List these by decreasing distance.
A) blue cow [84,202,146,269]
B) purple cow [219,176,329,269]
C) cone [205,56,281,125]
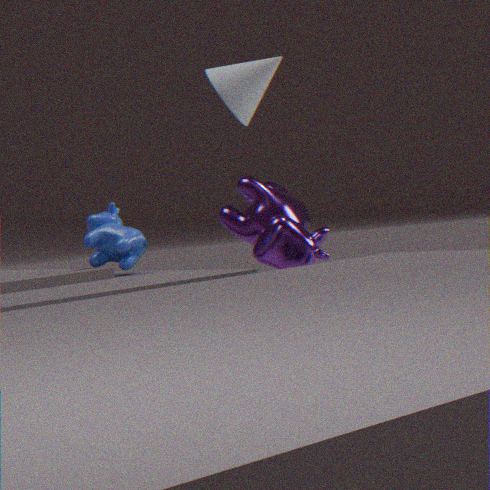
purple cow [219,176,329,269] → cone [205,56,281,125] → blue cow [84,202,146,269]
